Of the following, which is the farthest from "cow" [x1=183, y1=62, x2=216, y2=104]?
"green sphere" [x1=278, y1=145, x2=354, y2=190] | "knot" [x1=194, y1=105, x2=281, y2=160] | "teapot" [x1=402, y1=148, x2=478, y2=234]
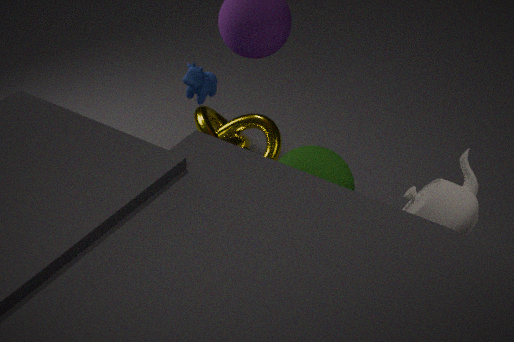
"teapot" [x1=402, y1=148, x2=478, y2=234]
